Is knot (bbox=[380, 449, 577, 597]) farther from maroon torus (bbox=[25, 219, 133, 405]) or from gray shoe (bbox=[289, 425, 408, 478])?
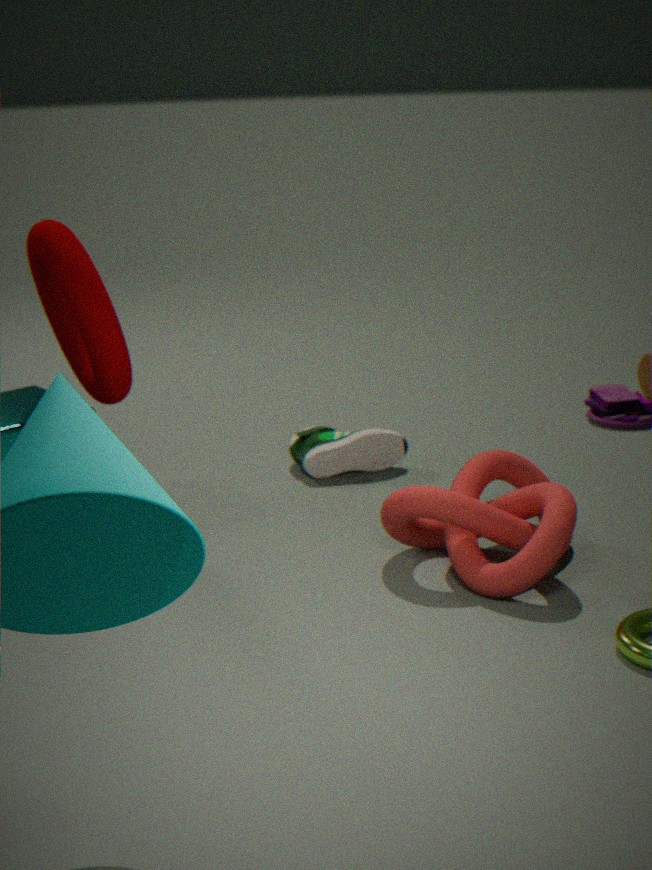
maroon torus (bbox=[25, 219, 133, 405])
